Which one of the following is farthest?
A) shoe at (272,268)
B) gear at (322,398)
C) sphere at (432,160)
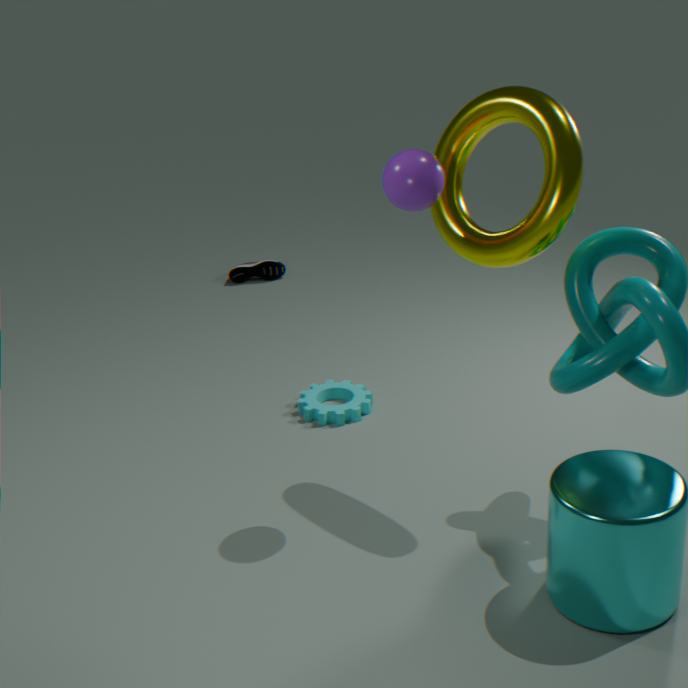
shoe at (272,268)
